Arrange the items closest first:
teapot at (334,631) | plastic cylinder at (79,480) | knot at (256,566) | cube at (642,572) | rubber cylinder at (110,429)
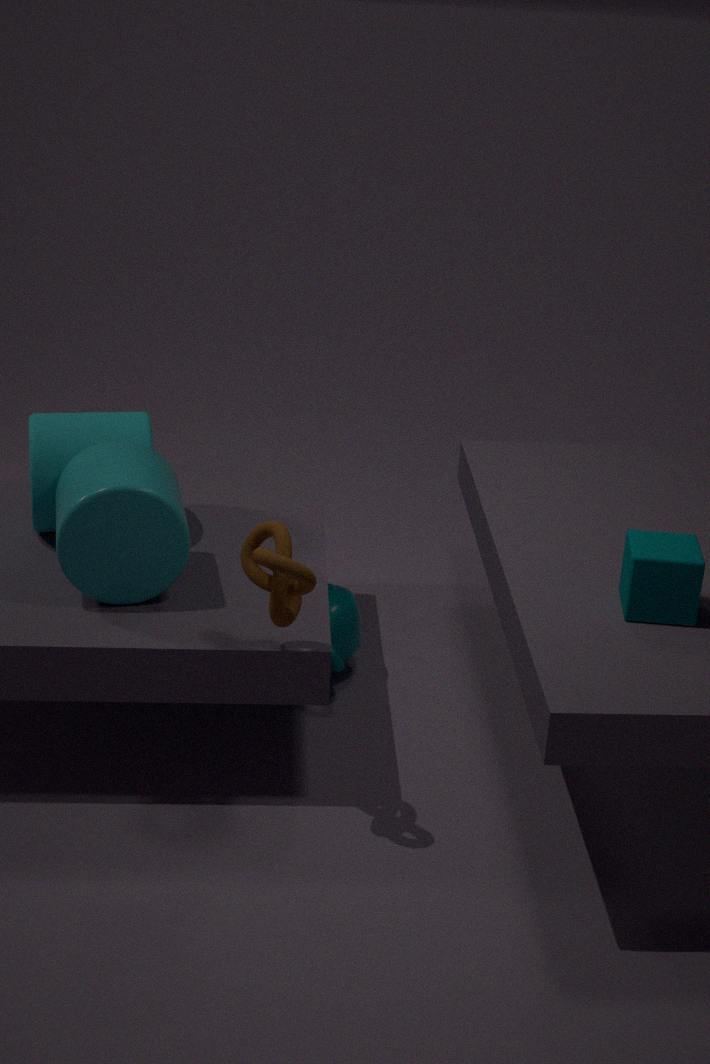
1. knot at (256,566)
2. cube at (642,572)
3. plastic cylinder at (79,480)
4. rubber cylinder at (110,429)
5. teapot at (334,631)
